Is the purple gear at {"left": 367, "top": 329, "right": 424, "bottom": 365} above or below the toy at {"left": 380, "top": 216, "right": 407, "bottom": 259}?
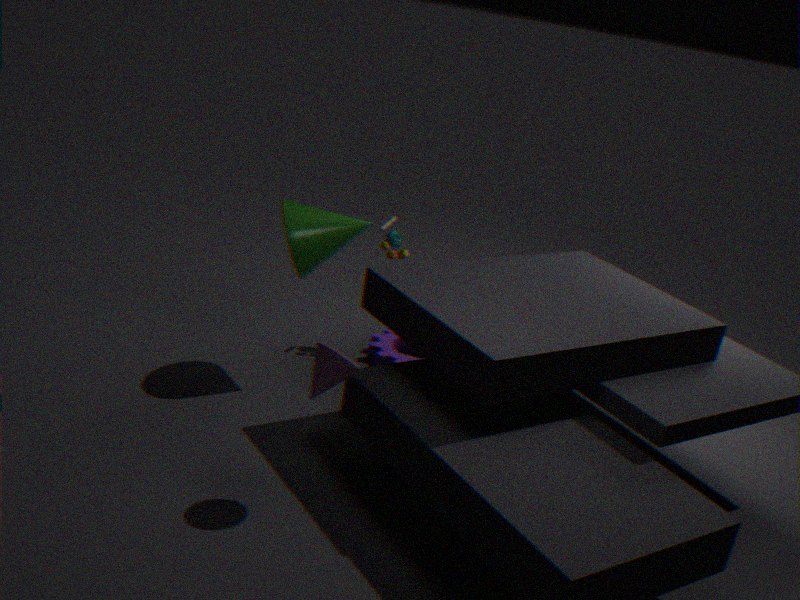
below
